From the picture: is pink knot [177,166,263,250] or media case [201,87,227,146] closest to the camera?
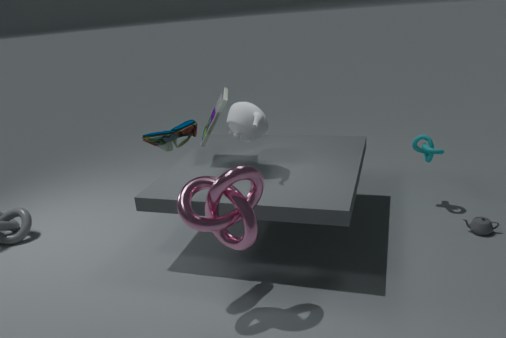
pink knot [177,166,263,250]
